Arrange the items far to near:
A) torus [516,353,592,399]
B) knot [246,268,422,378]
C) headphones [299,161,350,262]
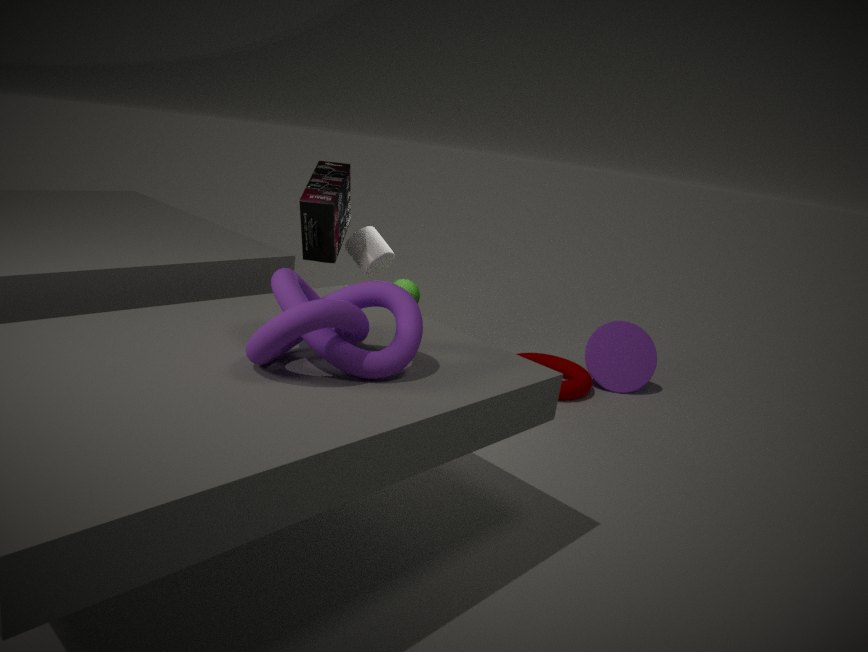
torus [516,353,592,399] < headphones [299,161,350,262] < knot [246,268,422,378]
